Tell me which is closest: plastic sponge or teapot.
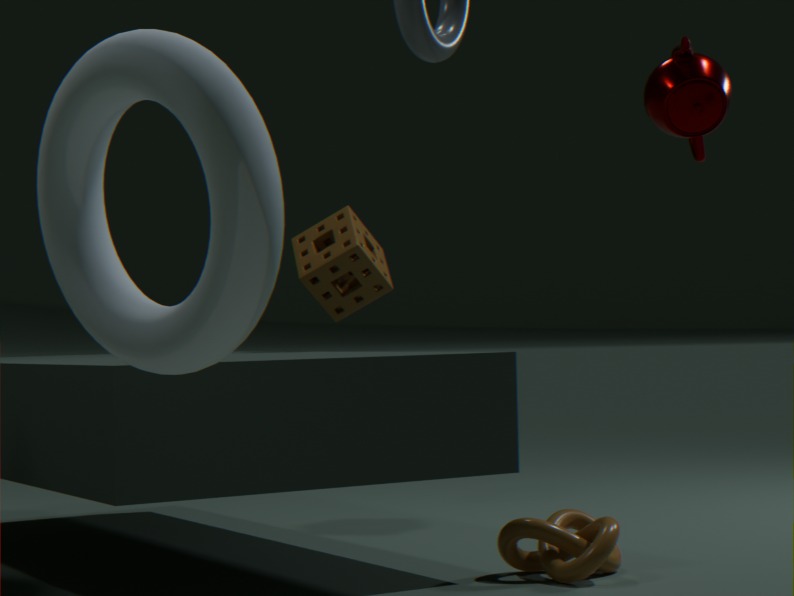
teapot
